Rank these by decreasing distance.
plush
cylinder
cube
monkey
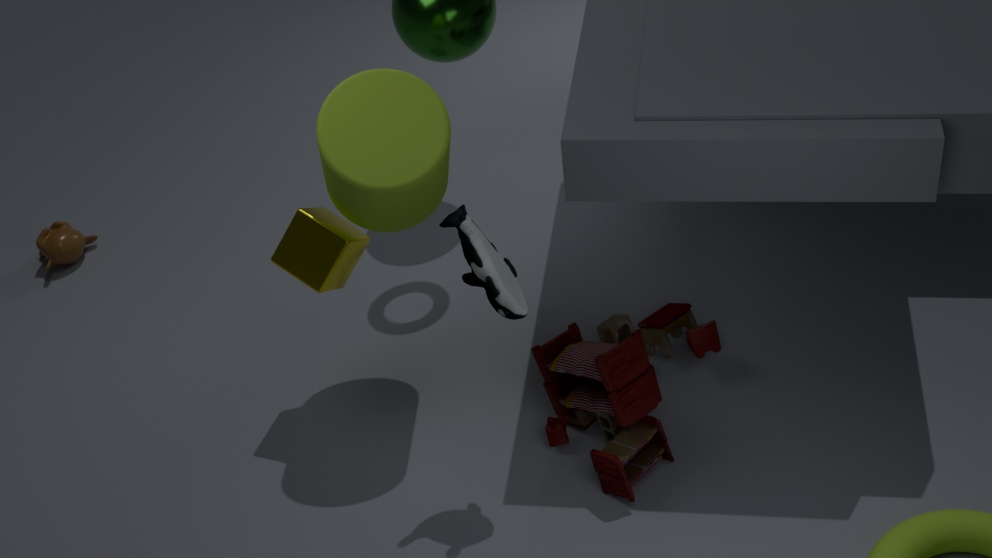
monkey < cube < cylinder < plush
